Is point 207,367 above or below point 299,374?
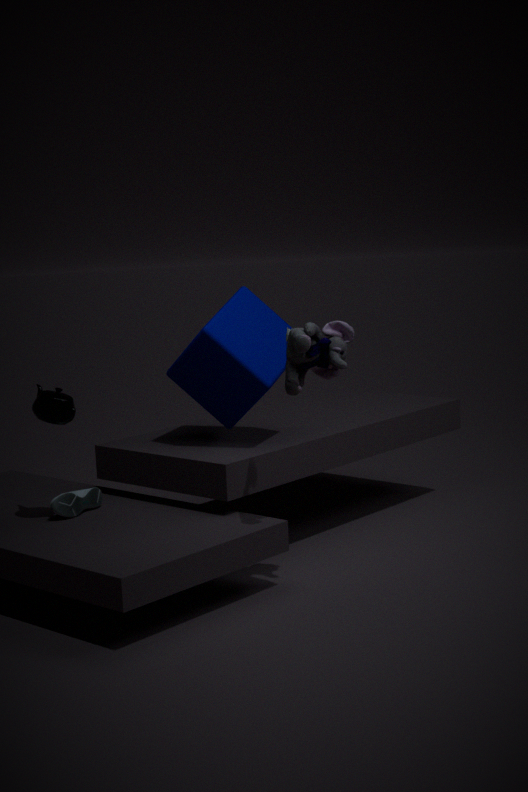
below
